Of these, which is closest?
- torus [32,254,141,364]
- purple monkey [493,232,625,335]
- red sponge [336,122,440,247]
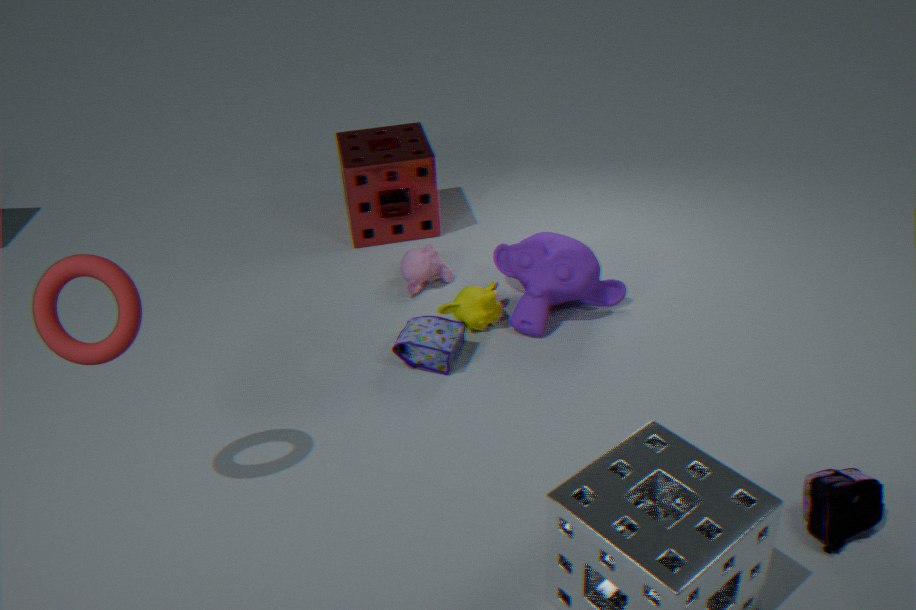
torus [32,254,141,364]
